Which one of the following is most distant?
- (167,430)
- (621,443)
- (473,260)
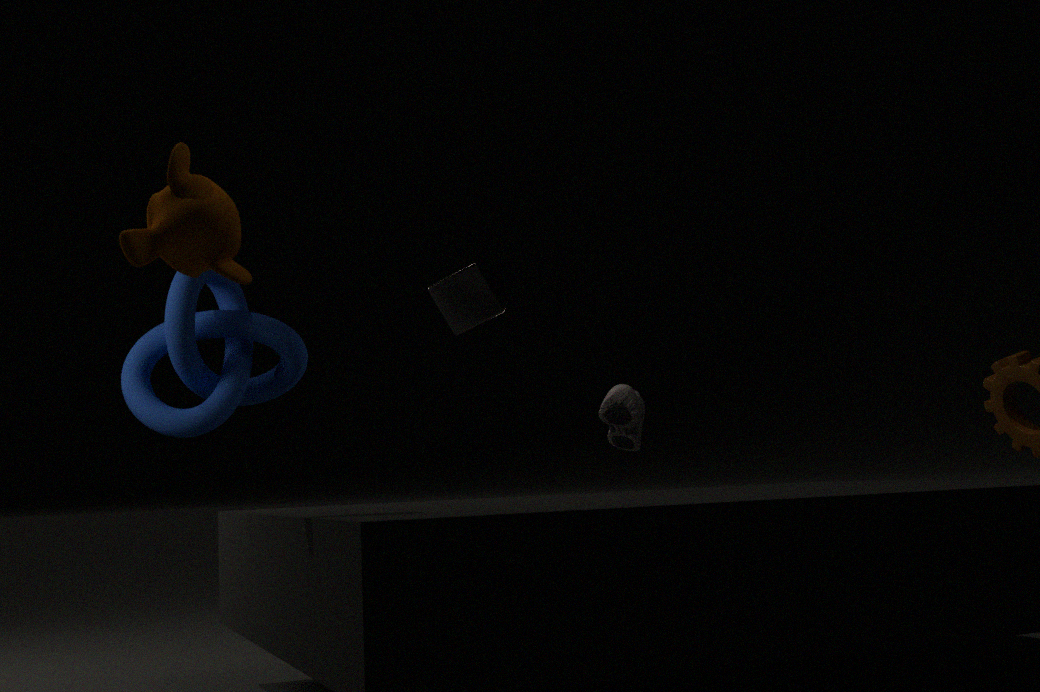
(473,260)
